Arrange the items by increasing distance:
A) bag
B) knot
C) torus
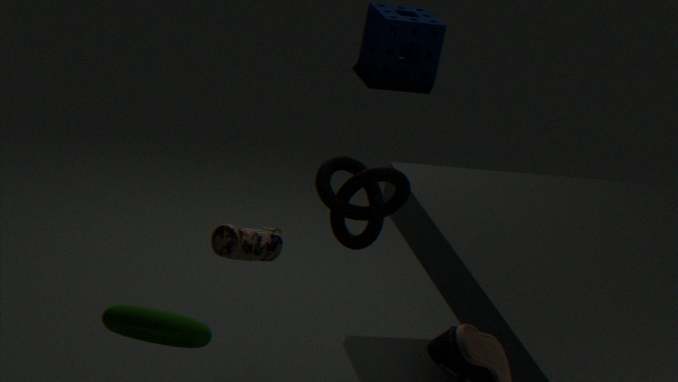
torus, knot, bag
